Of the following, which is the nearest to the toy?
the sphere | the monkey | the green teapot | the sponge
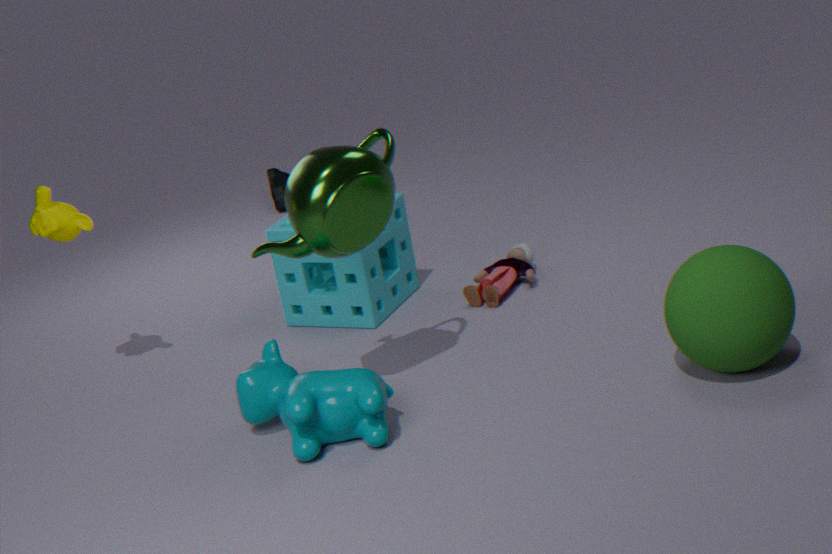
the sponge
